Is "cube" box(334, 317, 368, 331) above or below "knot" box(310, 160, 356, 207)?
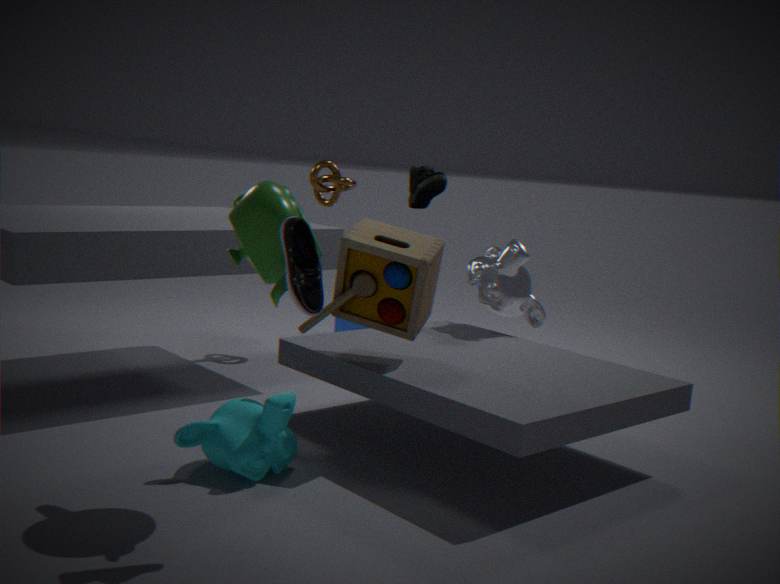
below
